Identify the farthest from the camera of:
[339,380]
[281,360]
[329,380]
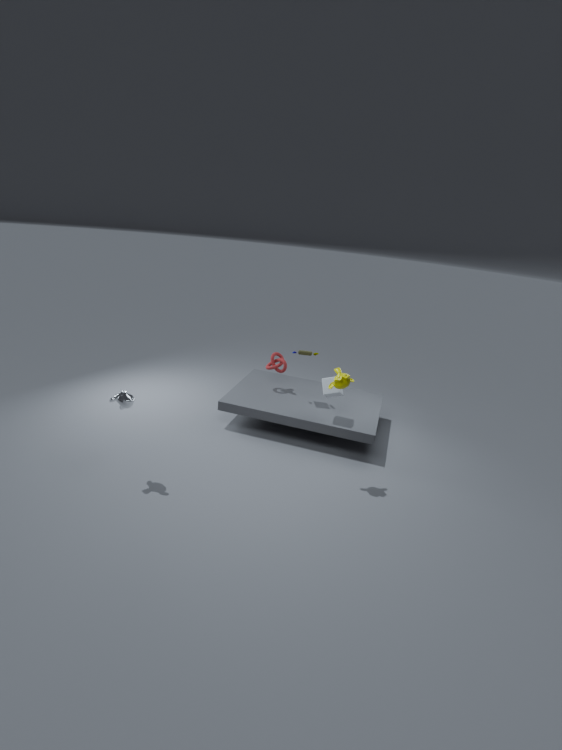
[281,360]
